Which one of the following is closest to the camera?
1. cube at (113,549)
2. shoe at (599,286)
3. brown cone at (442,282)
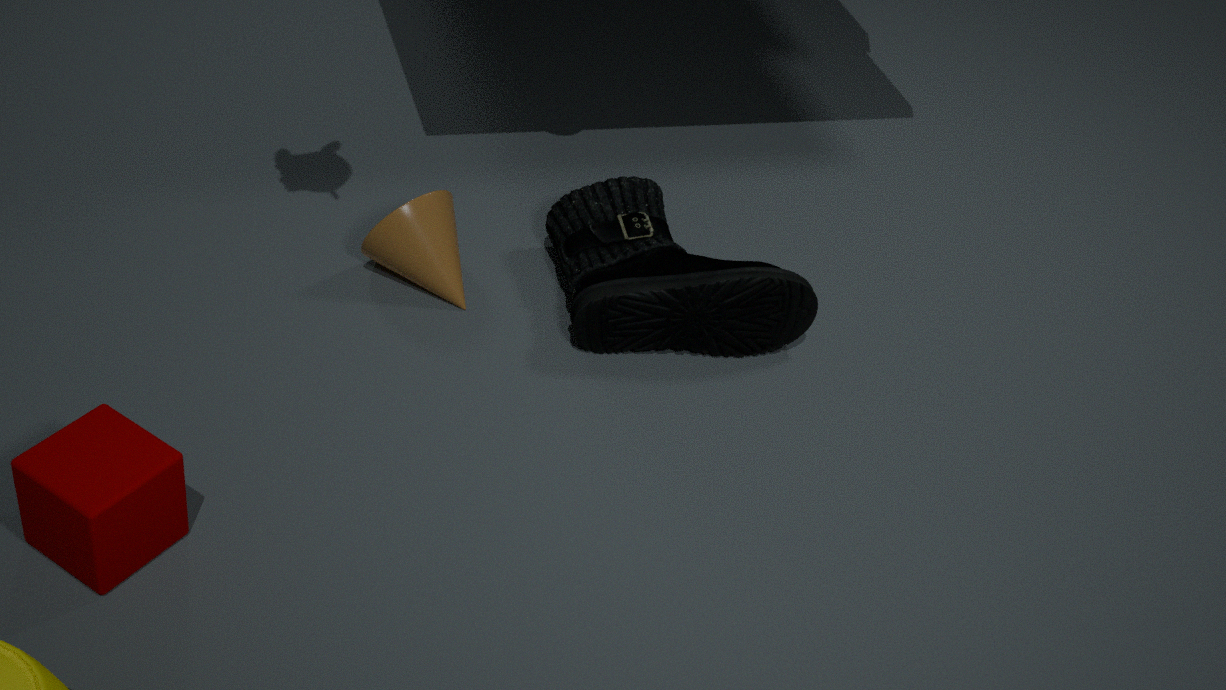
cube at (113,549)
